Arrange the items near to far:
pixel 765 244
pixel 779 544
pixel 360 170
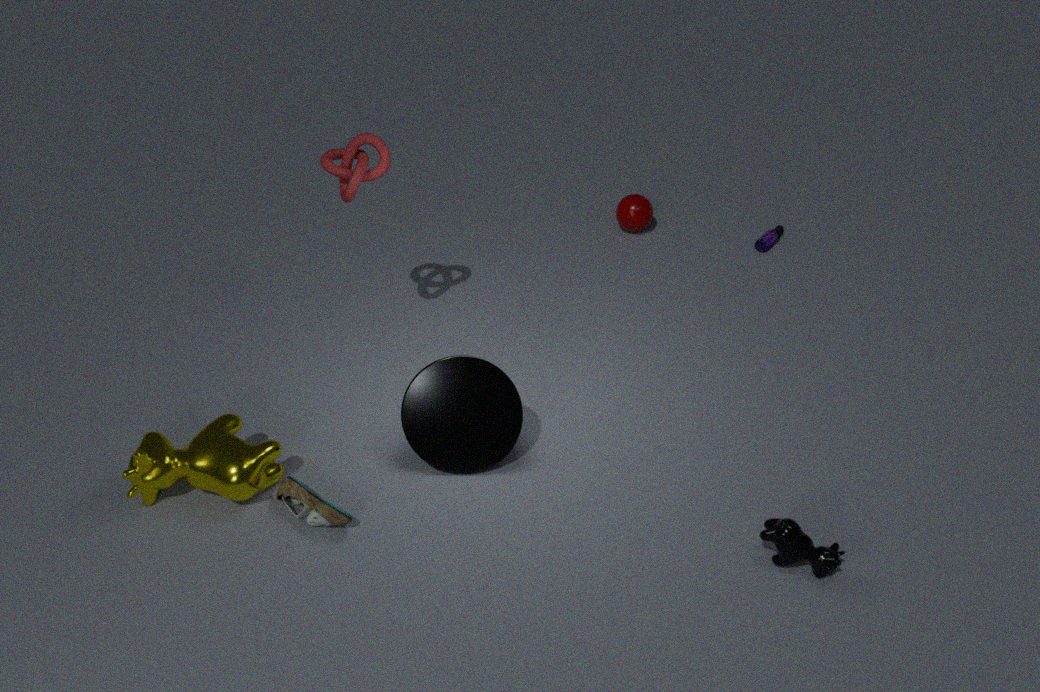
pixel 779 544 < pixel 360 170 < pixel 765 244
